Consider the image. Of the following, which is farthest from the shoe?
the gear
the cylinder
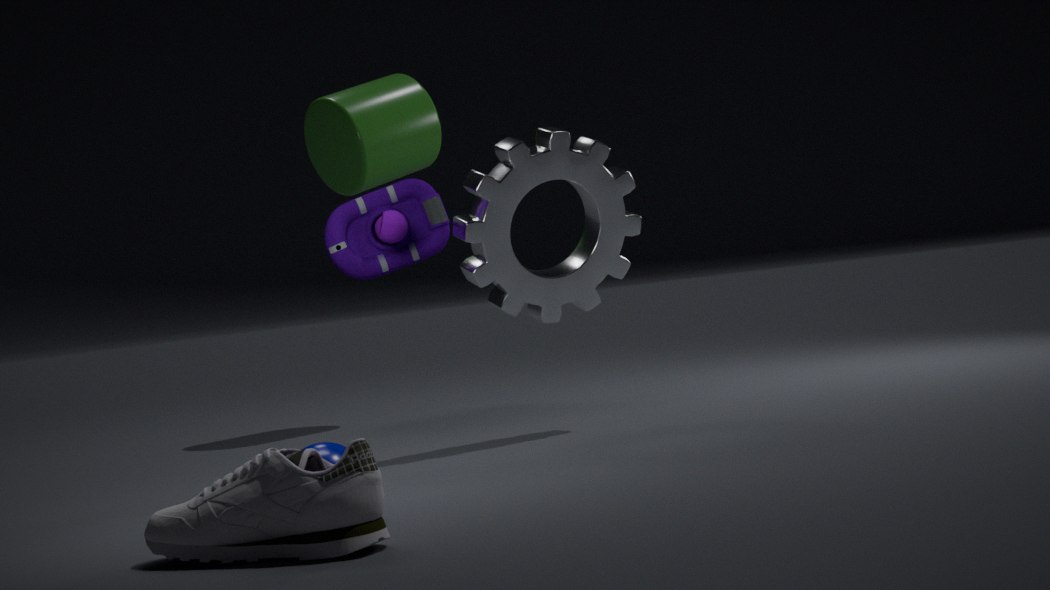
the cylinder
